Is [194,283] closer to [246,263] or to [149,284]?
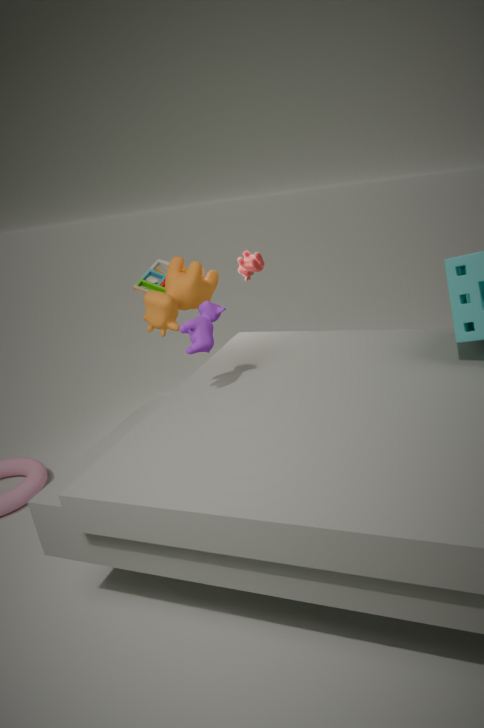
[149,284]
